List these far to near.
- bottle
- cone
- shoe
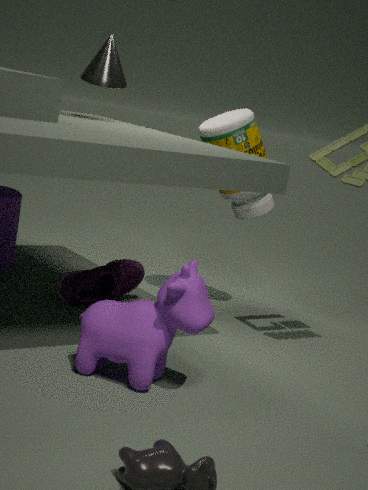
cone, bottle, shoe
